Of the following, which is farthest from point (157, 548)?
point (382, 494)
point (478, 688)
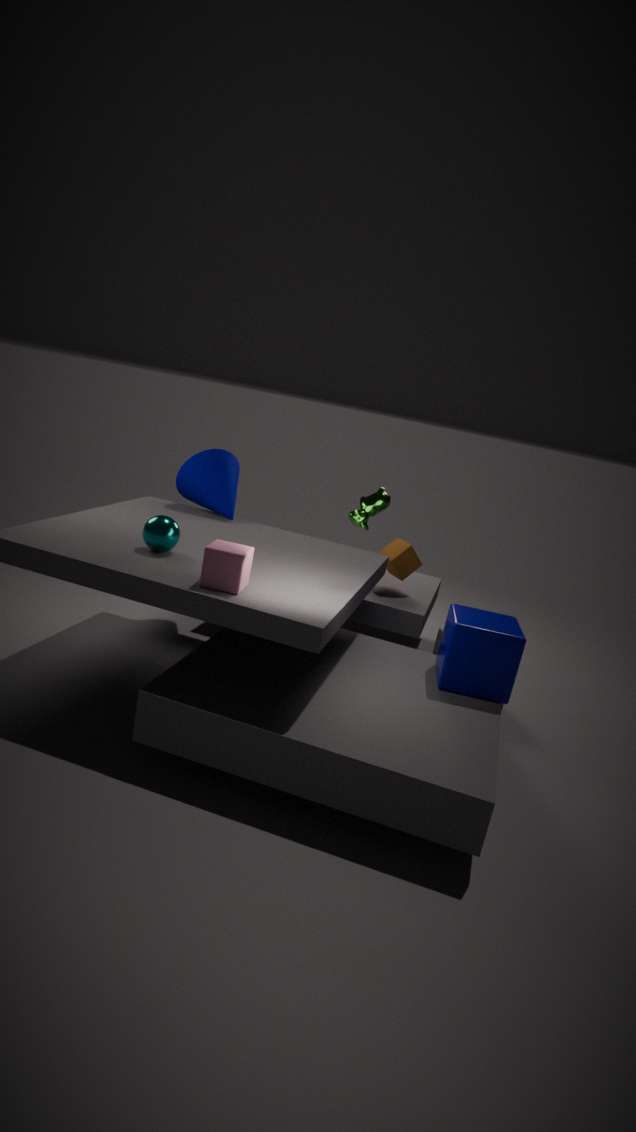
point (478, 688)
